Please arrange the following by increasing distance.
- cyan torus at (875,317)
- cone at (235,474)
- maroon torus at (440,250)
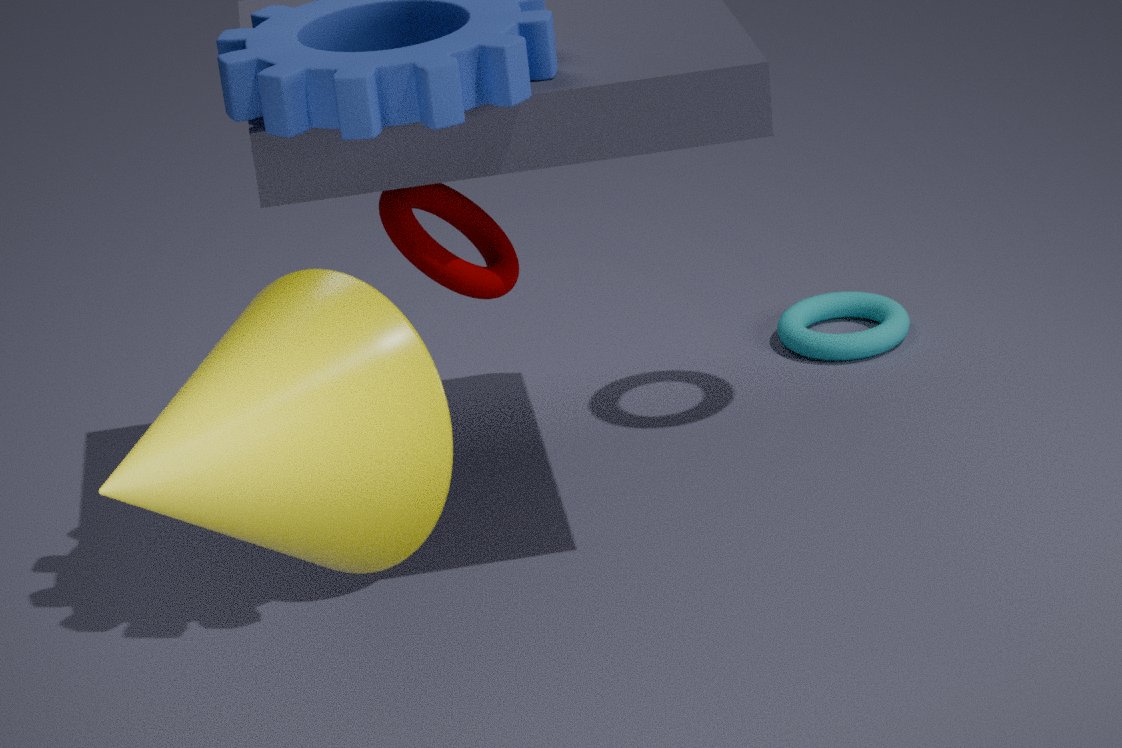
cone at (235,474) < maroon torus at (440,250) < cyan torus at (875,317)
